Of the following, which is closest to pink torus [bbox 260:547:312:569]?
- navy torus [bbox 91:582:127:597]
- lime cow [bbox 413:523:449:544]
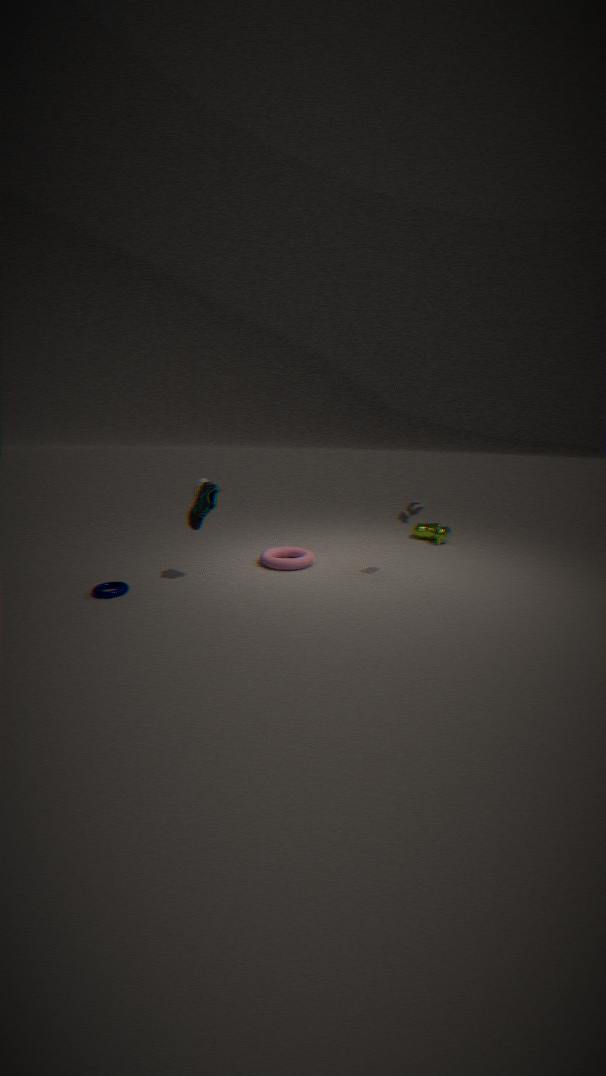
navy torus [bbox 91:582:127:597]
